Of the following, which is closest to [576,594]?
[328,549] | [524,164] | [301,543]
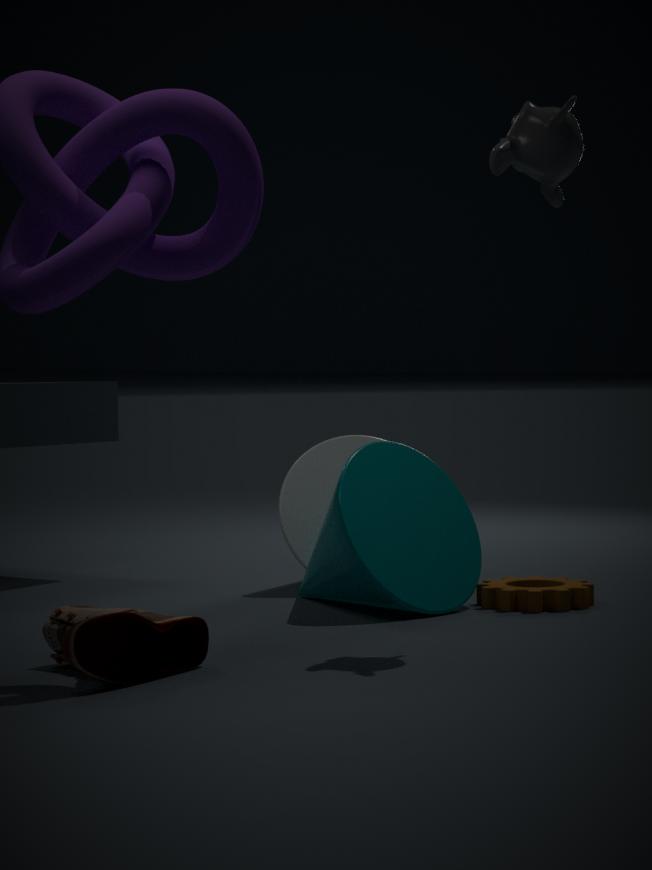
[328,549]
